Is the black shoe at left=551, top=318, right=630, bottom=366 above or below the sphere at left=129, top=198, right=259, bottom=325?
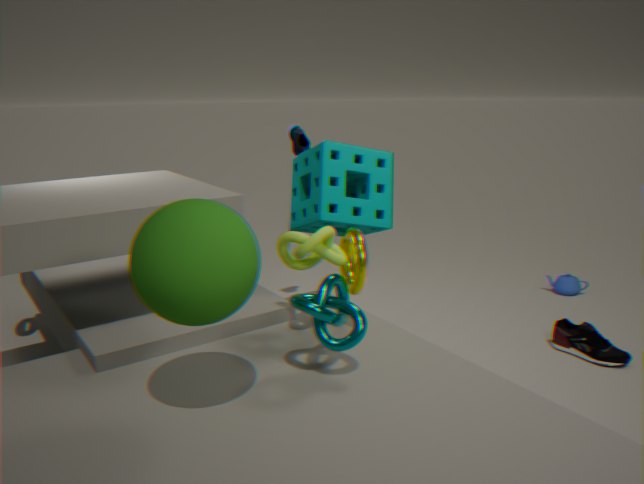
below
